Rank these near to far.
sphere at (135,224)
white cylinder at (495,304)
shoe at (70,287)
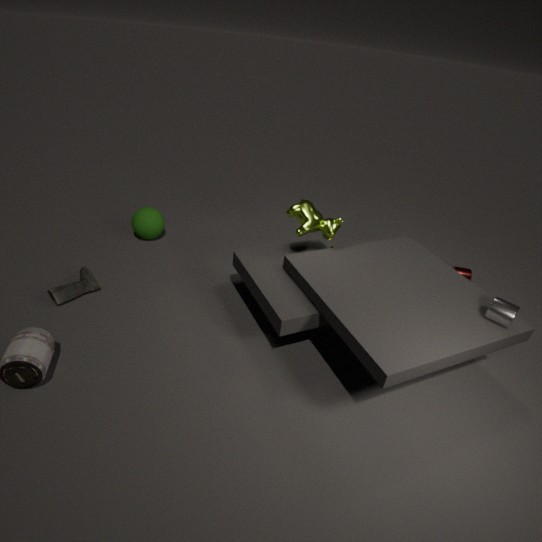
white cylinder at (495,304) → shoe at (70,287) → sphere at (135,224)
